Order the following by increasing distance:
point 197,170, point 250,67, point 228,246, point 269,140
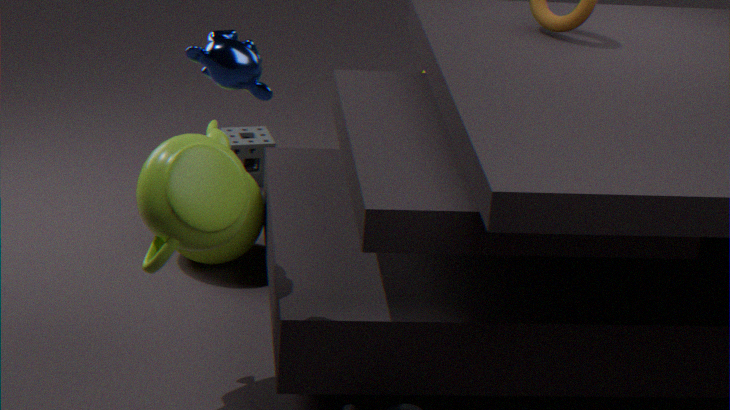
point 250,67 < point 197,170 < point 228,246 < point 269,140
